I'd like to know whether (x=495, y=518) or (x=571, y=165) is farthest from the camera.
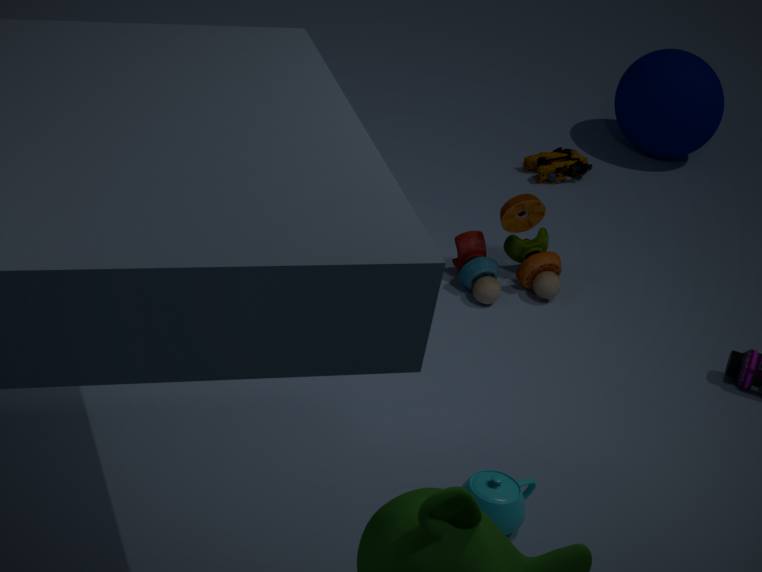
(x=571, y=165)
